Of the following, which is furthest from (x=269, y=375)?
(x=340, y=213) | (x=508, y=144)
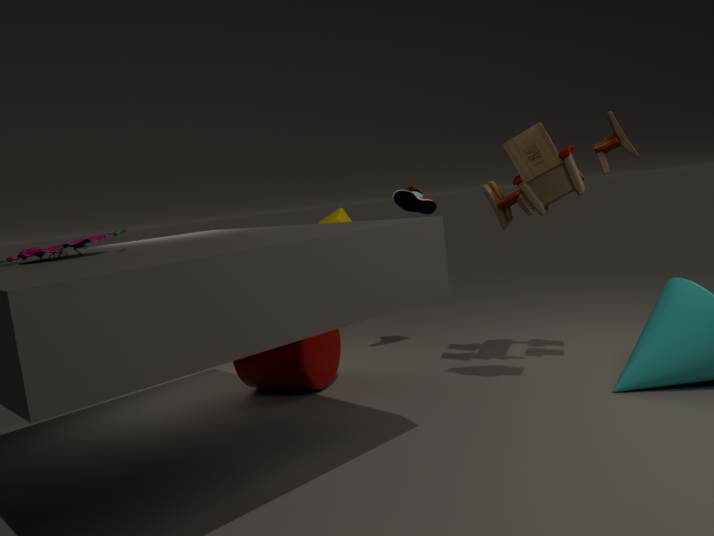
(x=508, y=144)
